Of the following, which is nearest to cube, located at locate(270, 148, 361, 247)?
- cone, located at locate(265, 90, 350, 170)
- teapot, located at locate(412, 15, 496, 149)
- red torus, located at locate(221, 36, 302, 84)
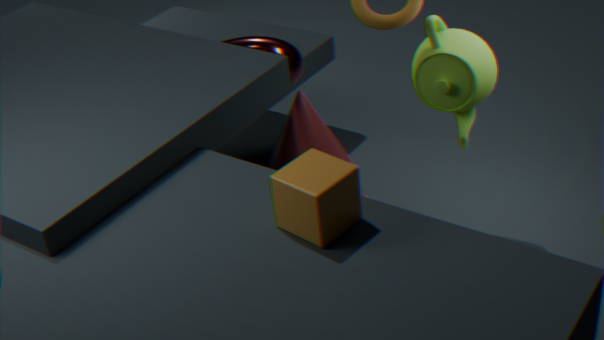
teapot, located at locate(412, 15, 496, 149)
